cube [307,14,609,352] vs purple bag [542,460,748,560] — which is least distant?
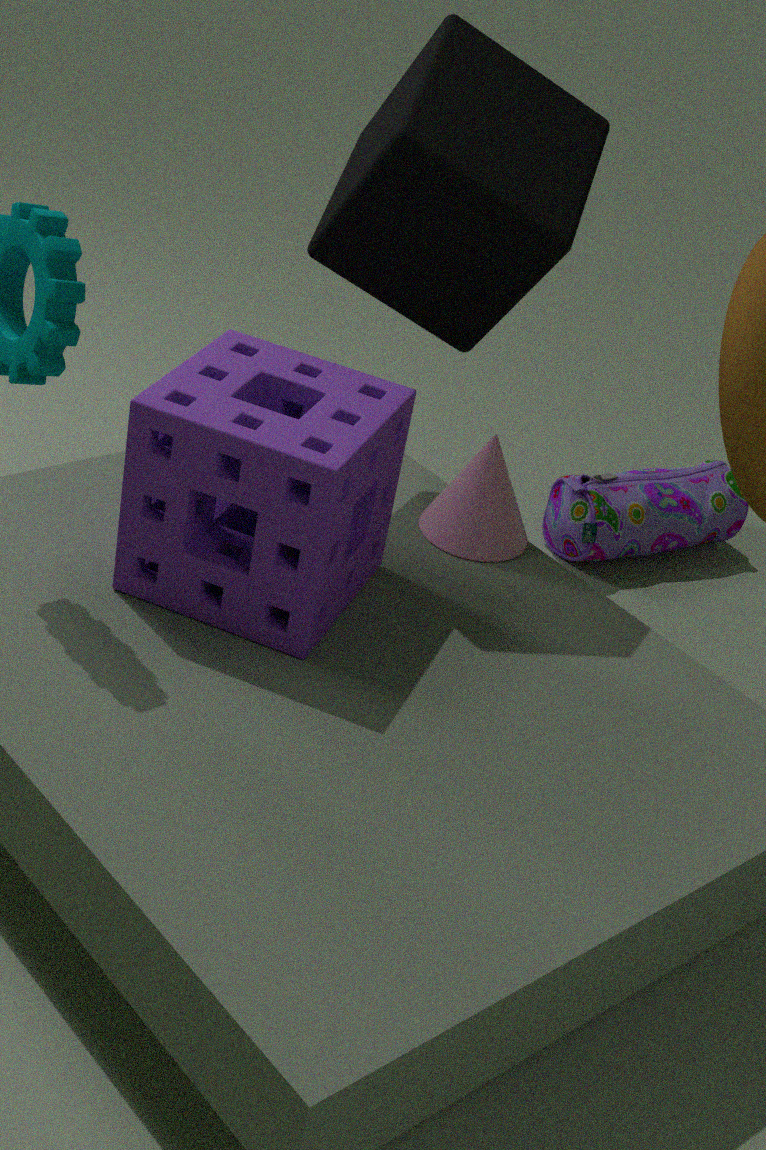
cube [307,14,609,352]
